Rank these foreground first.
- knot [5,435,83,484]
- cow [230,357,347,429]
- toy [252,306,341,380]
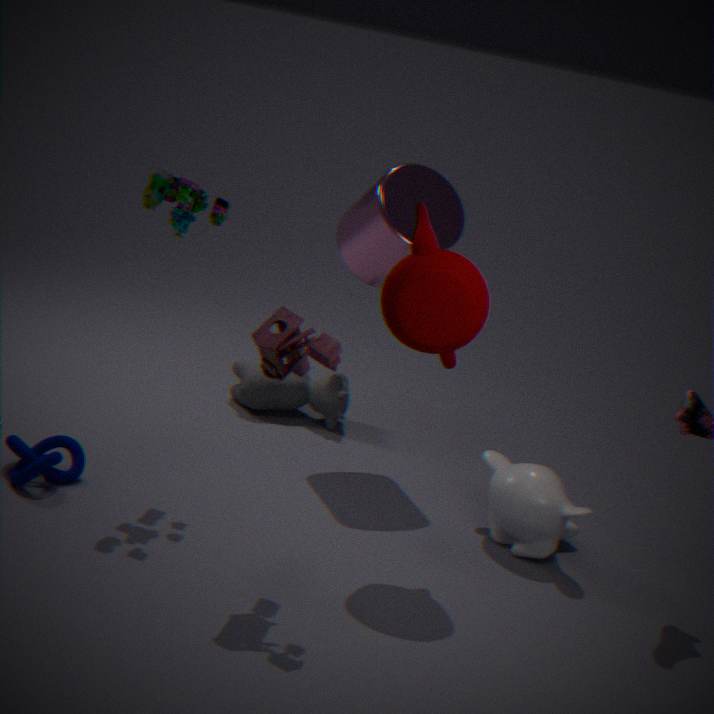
toy [252,306,341,380], knot [5,435,83,484], cow [230,357,347,429]
